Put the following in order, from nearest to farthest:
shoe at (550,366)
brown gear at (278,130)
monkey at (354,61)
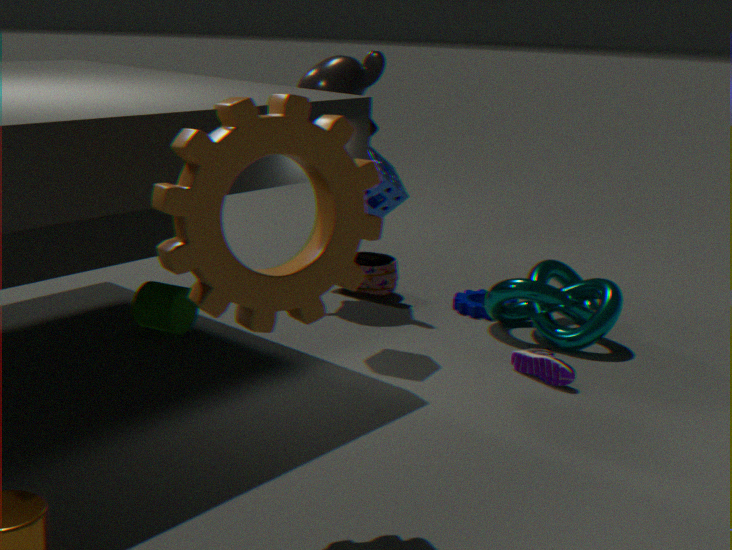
brown gear at (278,130) → shoe at (550,366) → monkey at (354,61)
